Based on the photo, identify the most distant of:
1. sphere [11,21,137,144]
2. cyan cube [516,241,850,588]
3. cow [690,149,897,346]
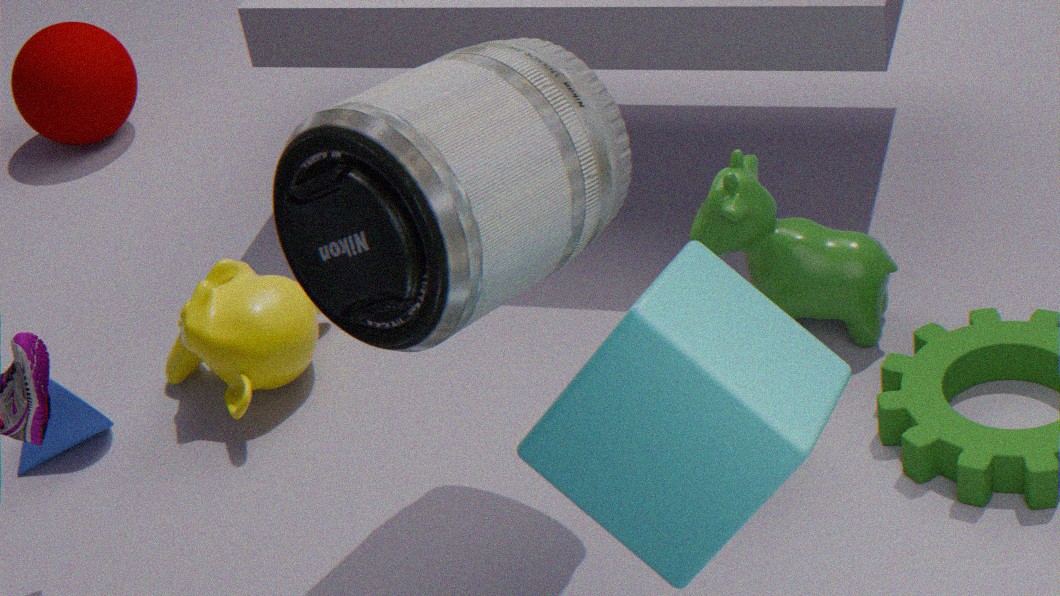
sphere [11,21,137,144]
